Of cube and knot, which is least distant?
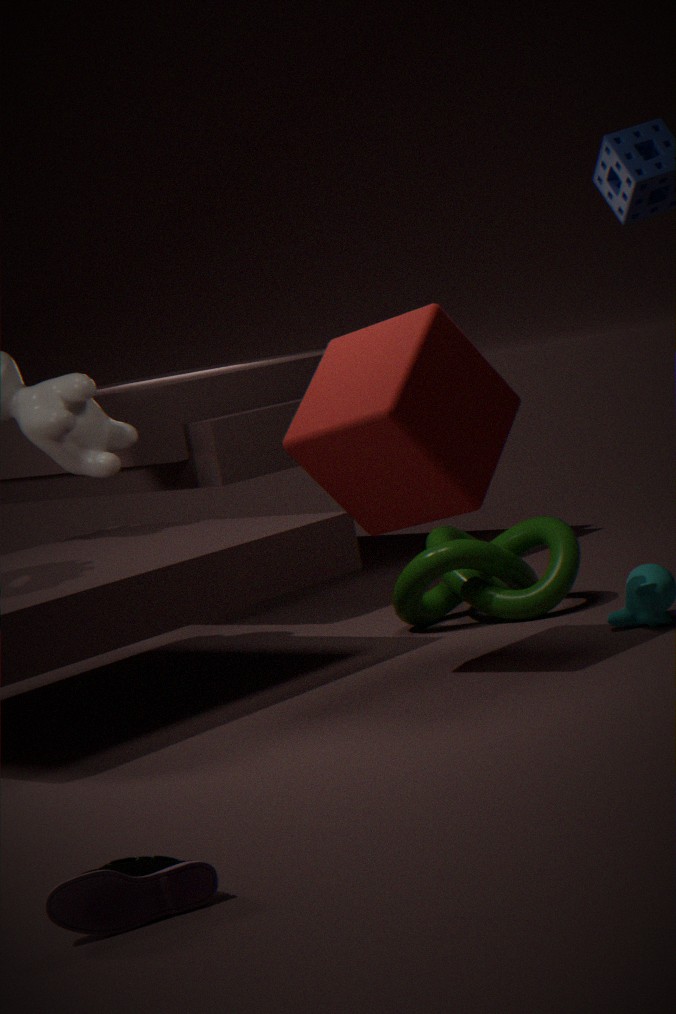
cube
